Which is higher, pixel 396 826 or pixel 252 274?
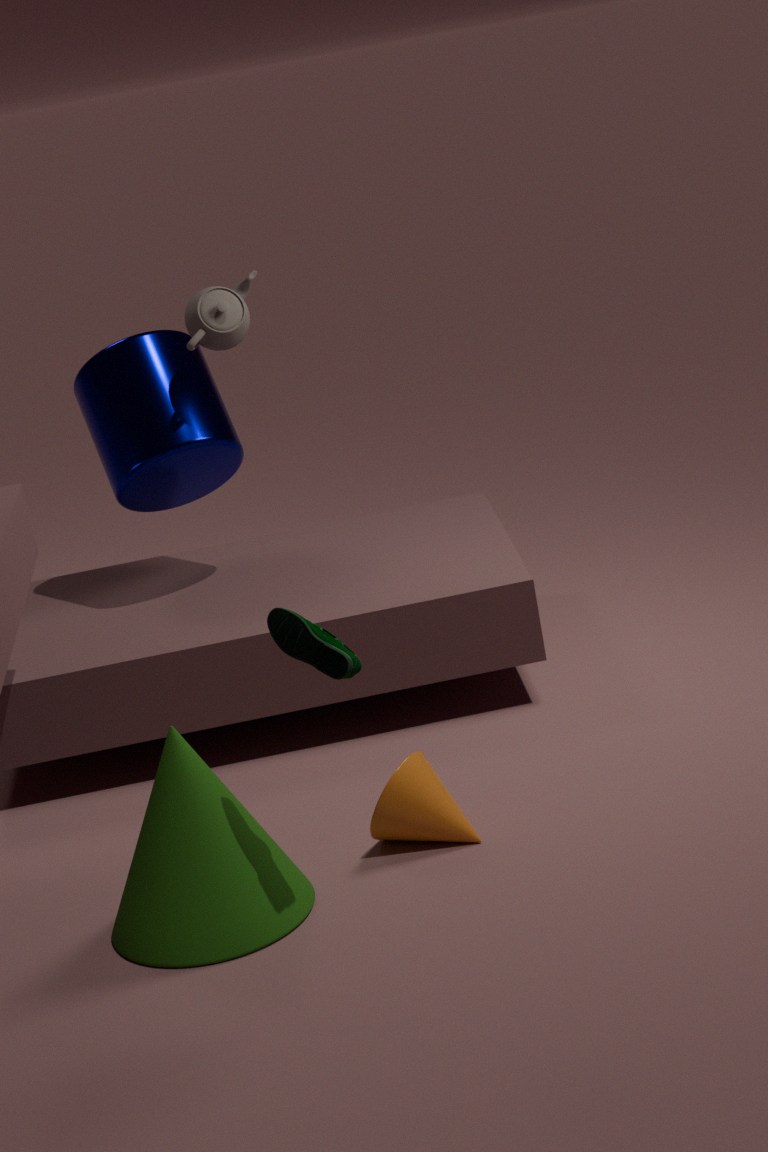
pixel 252 274
